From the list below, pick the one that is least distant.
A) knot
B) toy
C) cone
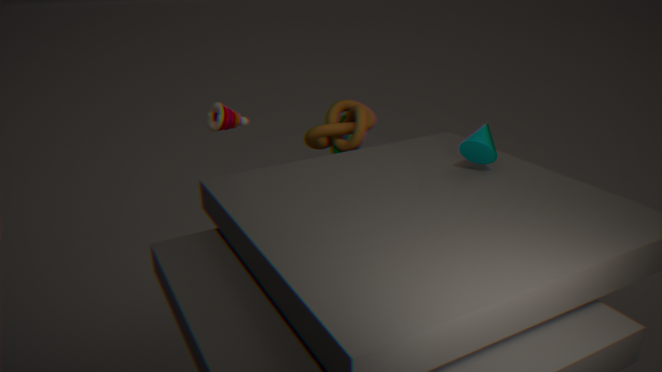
cone
